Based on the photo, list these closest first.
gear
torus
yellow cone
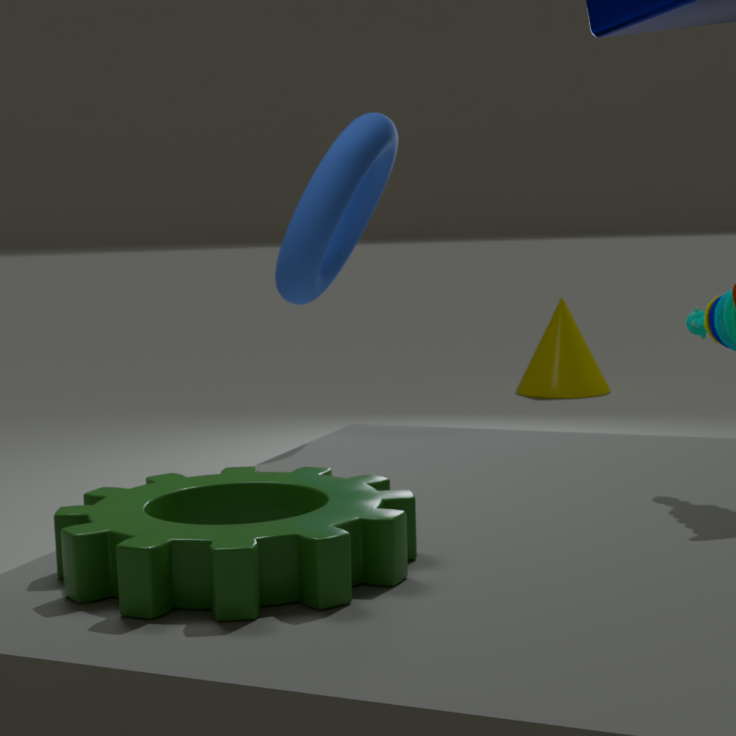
gear, torus, yellow cone
